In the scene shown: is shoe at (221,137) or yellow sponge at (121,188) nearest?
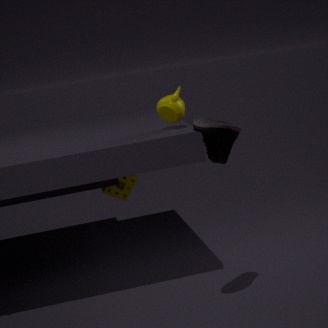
shoe at (221,137)
